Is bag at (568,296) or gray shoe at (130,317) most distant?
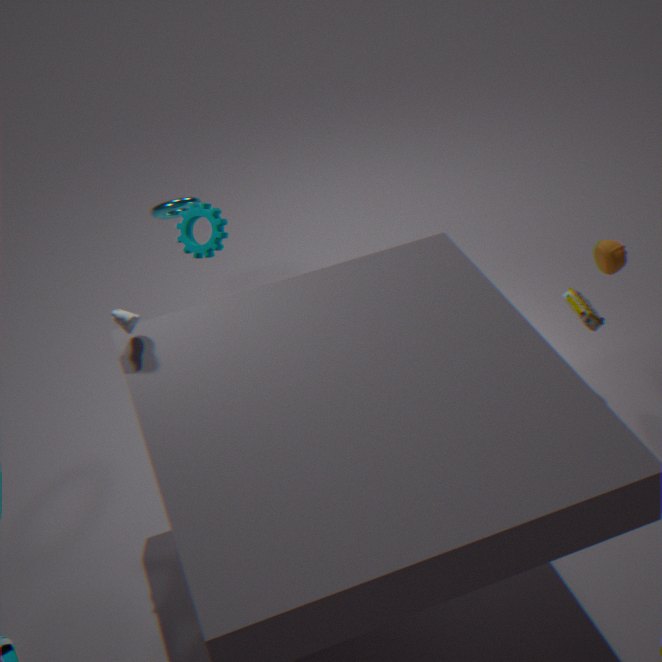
bag at (568,296)
